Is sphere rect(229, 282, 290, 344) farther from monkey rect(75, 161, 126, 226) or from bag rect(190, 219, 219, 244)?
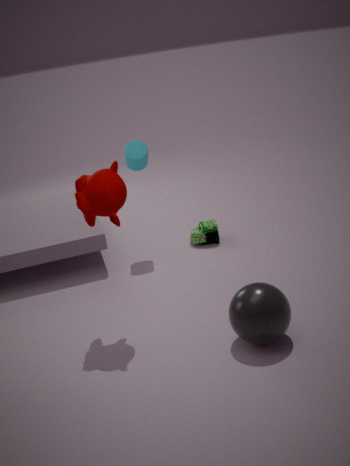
bag rect(190, 219, 219, 244)
